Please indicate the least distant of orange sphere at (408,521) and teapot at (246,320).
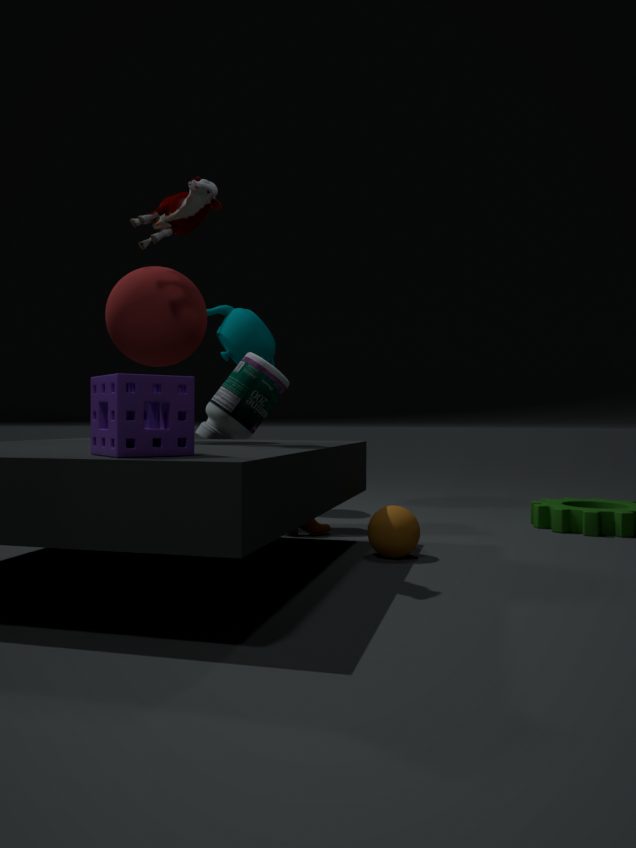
orange sphere at (408,521)
